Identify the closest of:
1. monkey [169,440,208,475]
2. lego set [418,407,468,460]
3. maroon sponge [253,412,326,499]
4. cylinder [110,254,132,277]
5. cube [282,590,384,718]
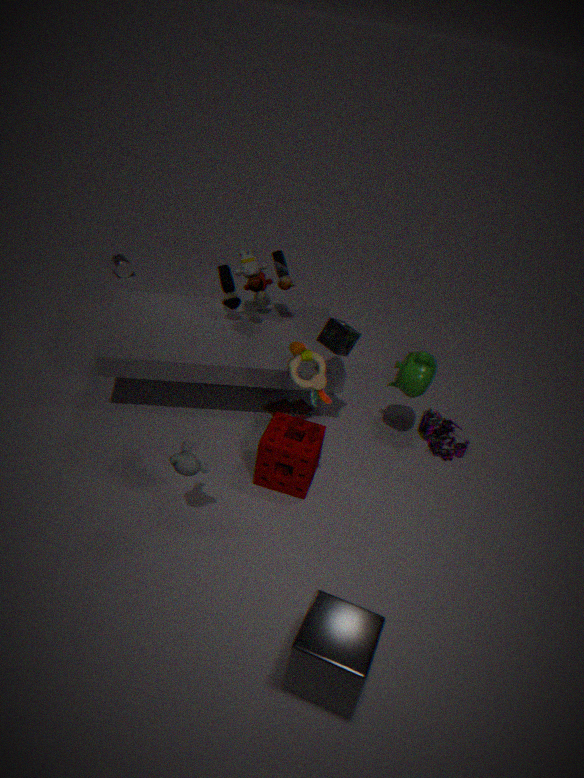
cube [282,590,384,718]
